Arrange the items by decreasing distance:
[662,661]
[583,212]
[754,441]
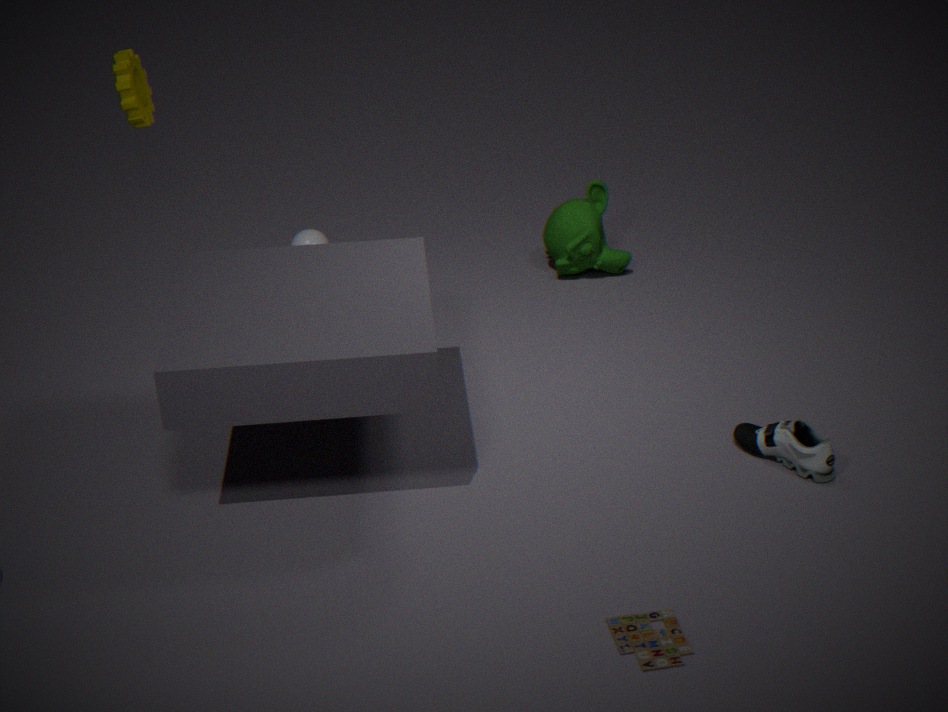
1. [583,212]
2. [754,441]
3. [662,661]
